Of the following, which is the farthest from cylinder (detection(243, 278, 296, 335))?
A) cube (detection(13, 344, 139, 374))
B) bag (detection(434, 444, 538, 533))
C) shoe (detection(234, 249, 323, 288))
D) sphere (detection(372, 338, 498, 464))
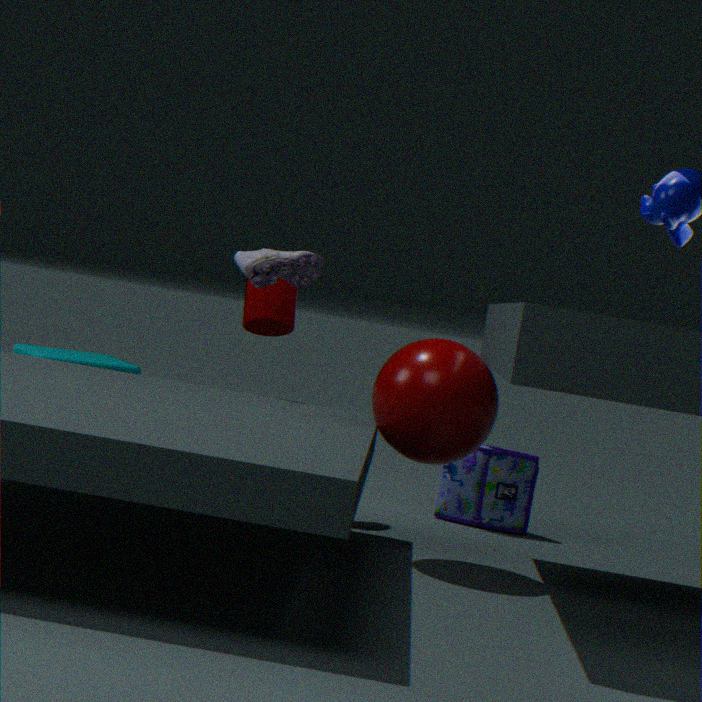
sphere (detection(372, 338, 498, 464))
